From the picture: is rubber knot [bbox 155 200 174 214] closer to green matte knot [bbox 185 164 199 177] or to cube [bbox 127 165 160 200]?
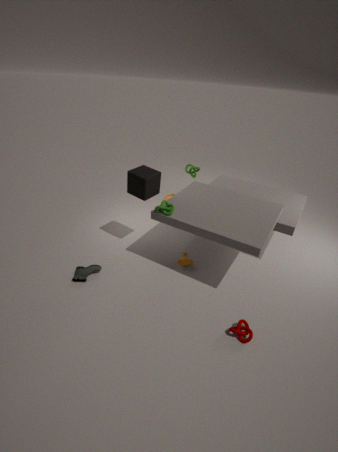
cube [bbox 127 165 160 200]
